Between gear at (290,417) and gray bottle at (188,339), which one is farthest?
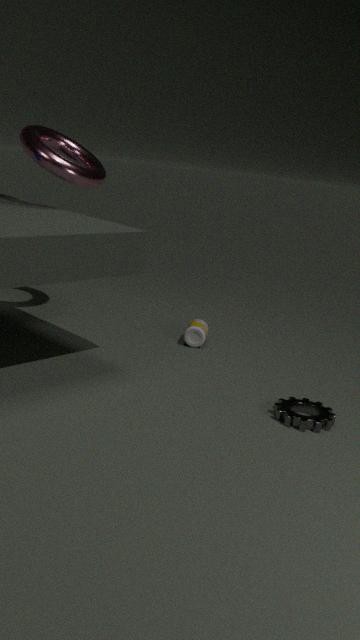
gray bottle at (188,339)
